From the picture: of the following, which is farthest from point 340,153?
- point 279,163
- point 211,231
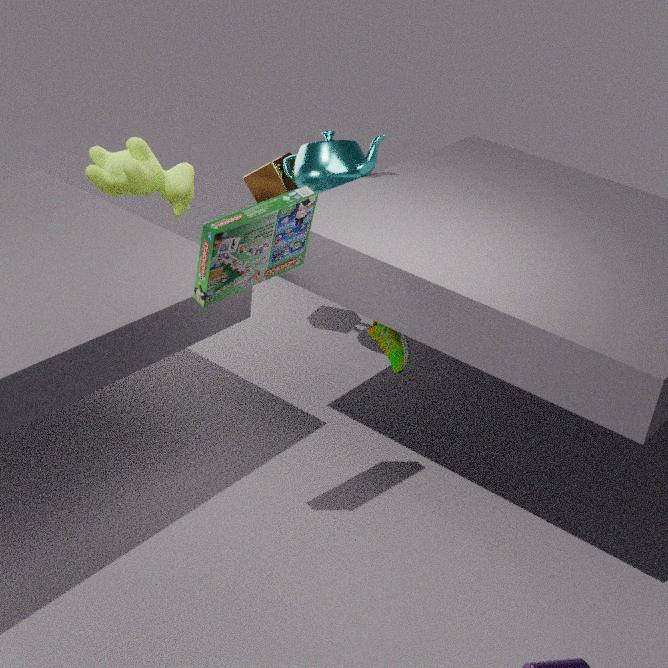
point 211,231
